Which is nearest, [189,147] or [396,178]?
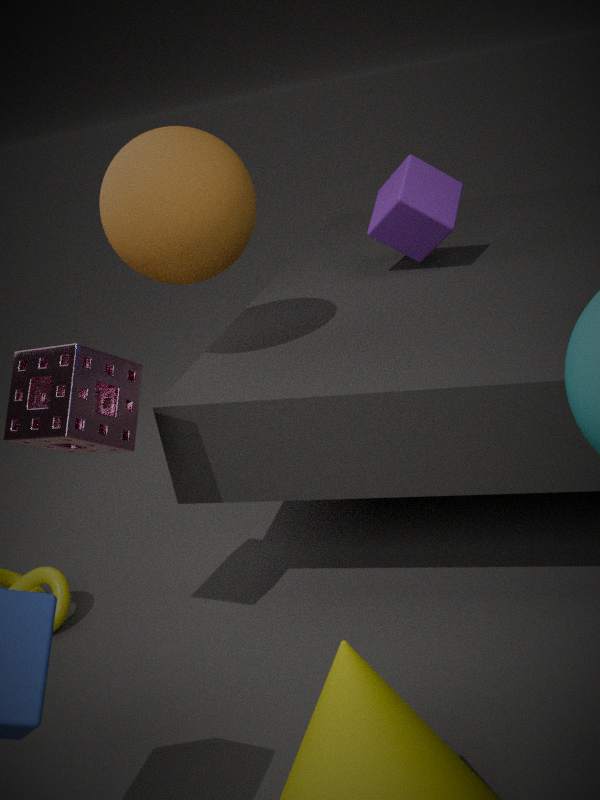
[189,147]
